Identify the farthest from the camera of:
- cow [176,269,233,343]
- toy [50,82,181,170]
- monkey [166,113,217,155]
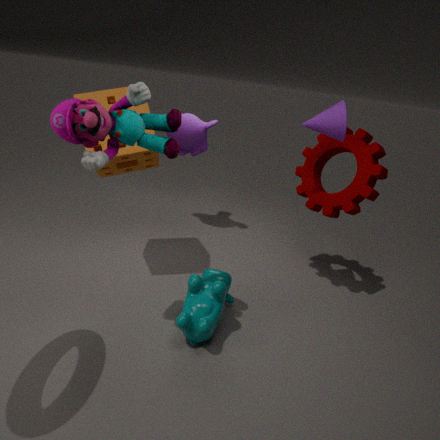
monkey [166,113,217,155]
